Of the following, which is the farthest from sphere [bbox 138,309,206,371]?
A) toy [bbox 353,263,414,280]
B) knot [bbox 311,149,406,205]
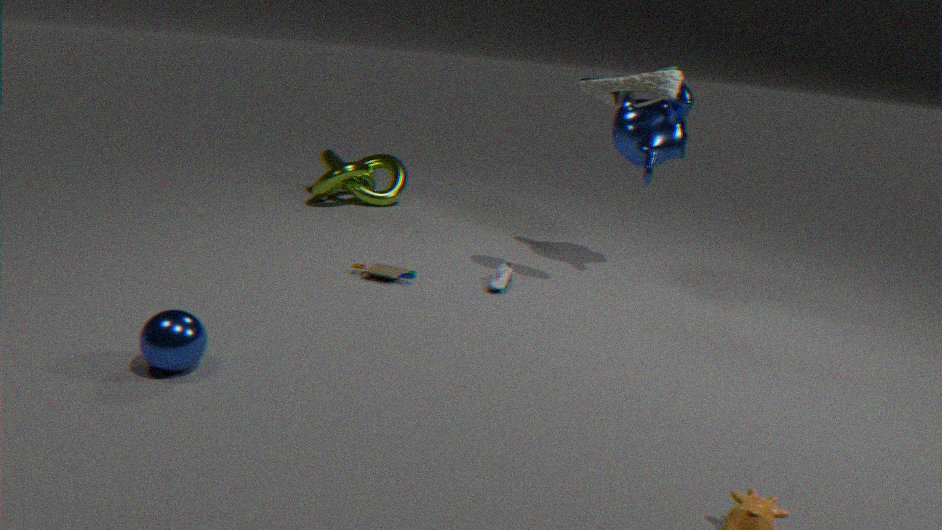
knot [bbox 311,149,406,205]
